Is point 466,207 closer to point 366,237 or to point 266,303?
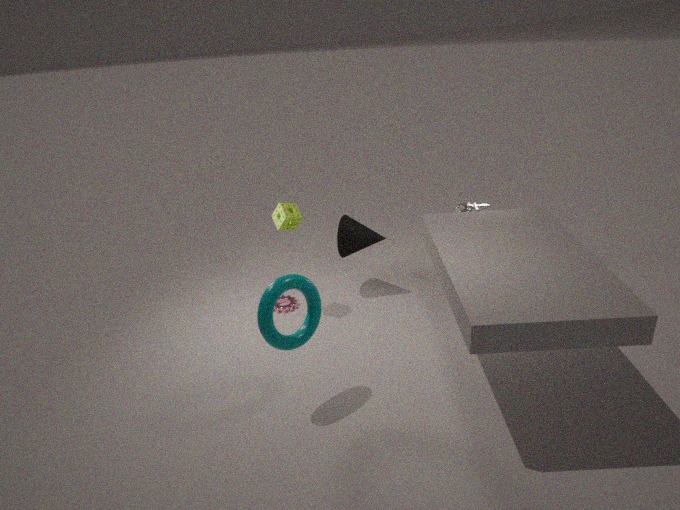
point 366,237
